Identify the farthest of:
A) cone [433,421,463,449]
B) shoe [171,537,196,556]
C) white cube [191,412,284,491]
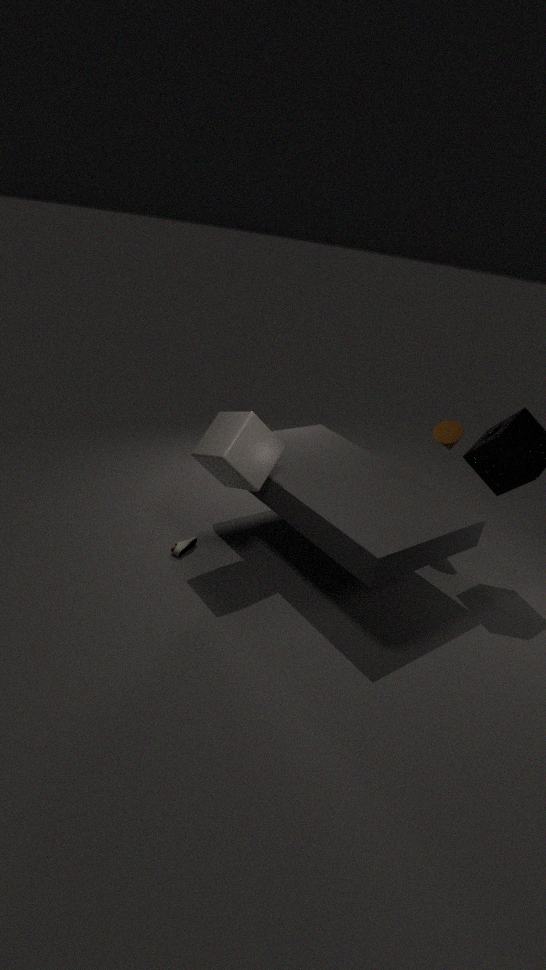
cone [433,421,463,449]
